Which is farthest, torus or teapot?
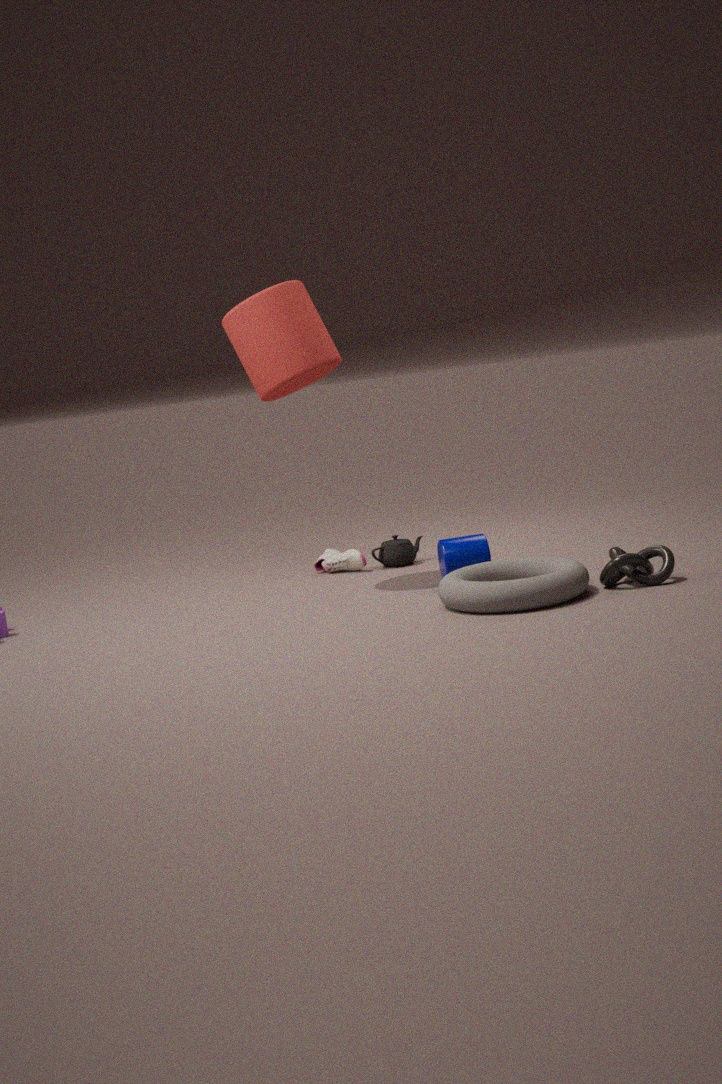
teapot
